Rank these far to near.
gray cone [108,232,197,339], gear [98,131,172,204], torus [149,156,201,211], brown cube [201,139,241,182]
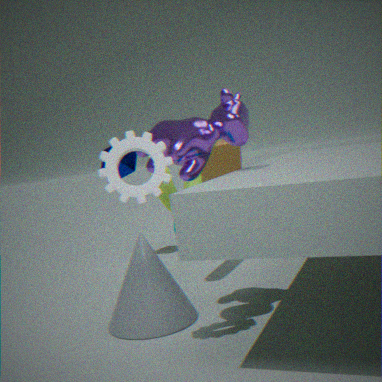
brown cube [201,139,241,182], torus [149,156,201,211], gray cone [108,232,197,339], gear [98,131,172,204]
